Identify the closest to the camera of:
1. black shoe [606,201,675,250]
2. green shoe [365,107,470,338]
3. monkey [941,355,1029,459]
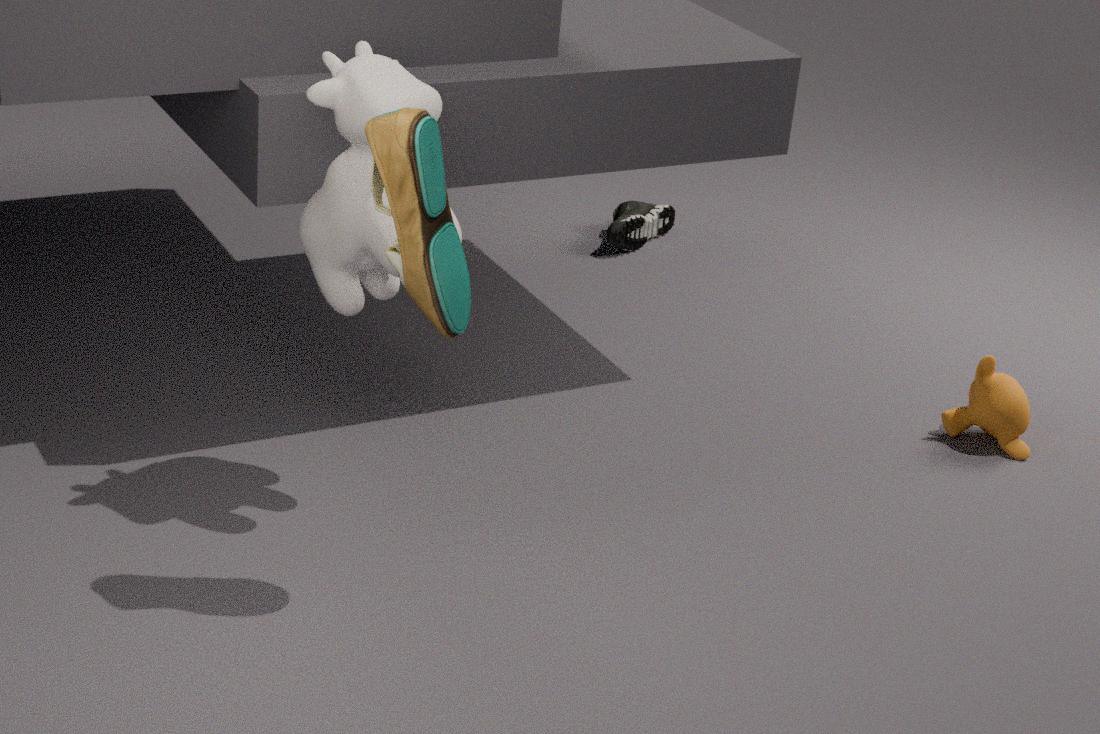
green shoe [365,107,470,338]
